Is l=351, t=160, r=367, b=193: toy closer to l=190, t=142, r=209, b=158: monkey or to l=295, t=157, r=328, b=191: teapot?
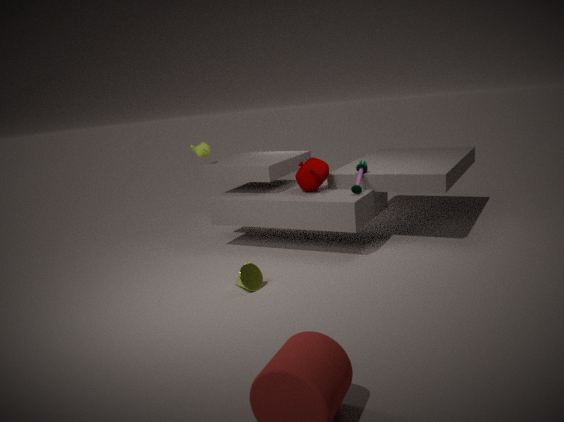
l=295, t=157, r=328, b=191: teapot
